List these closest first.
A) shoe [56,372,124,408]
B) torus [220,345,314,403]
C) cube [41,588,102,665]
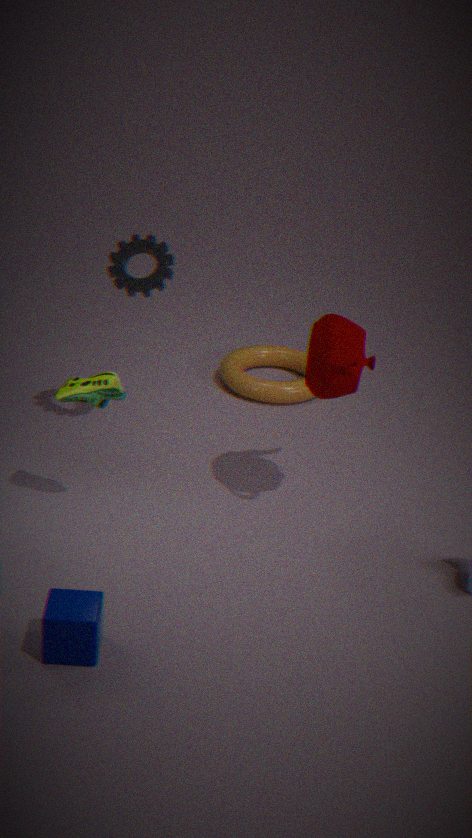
C. cube [41,588,102,665], A. shoe [56,372,124,408], B. torus [220,345,314,403]
